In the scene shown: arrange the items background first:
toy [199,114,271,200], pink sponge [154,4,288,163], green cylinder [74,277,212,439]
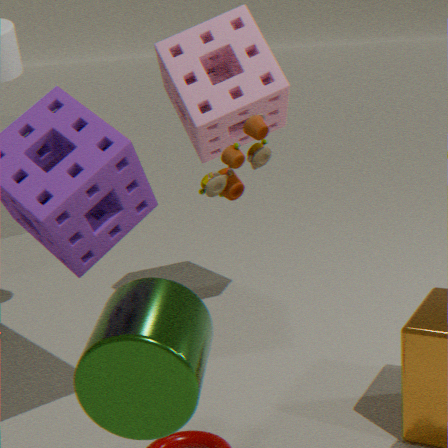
pink sponge [154,4,288,163] → toy [199,114,271,200] → green cylinder [74,277,212,439]
